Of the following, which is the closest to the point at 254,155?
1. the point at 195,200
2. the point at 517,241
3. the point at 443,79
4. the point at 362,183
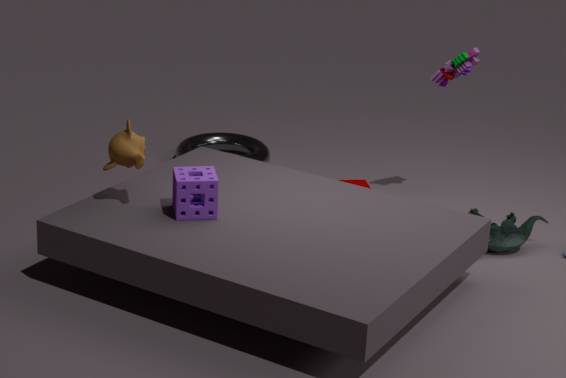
the point at 362,183
